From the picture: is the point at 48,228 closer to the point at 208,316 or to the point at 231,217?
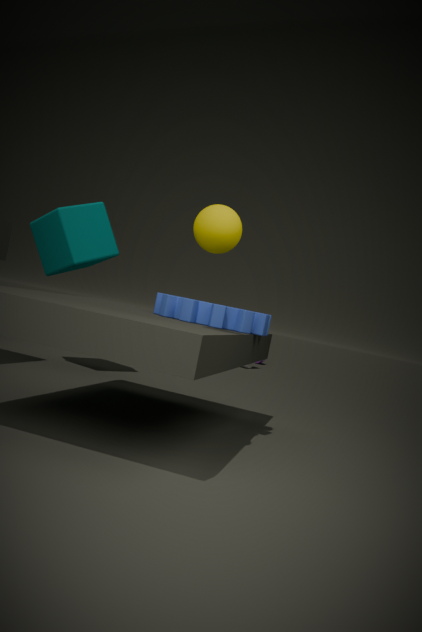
the point at 208,316
